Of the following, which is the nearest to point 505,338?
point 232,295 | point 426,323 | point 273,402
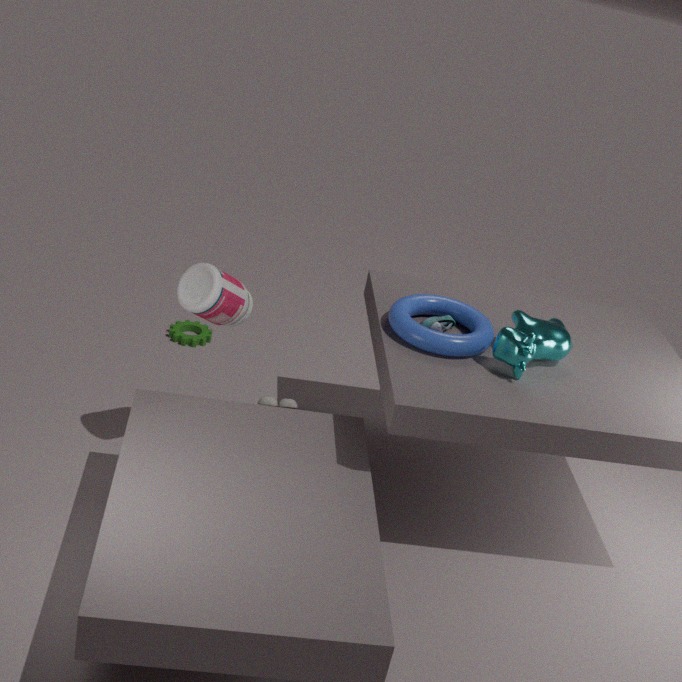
point 426,323
